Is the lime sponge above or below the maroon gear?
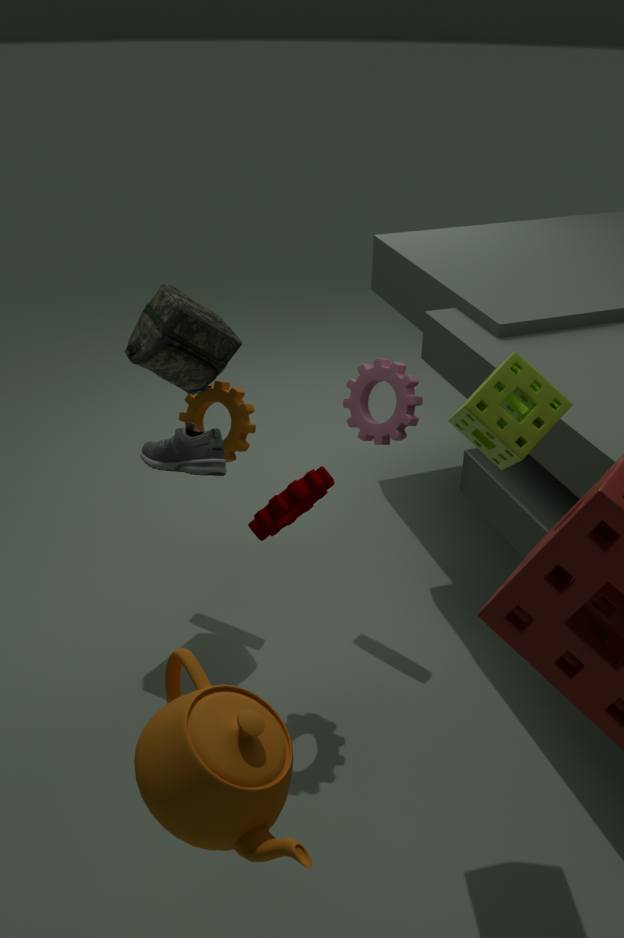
above
